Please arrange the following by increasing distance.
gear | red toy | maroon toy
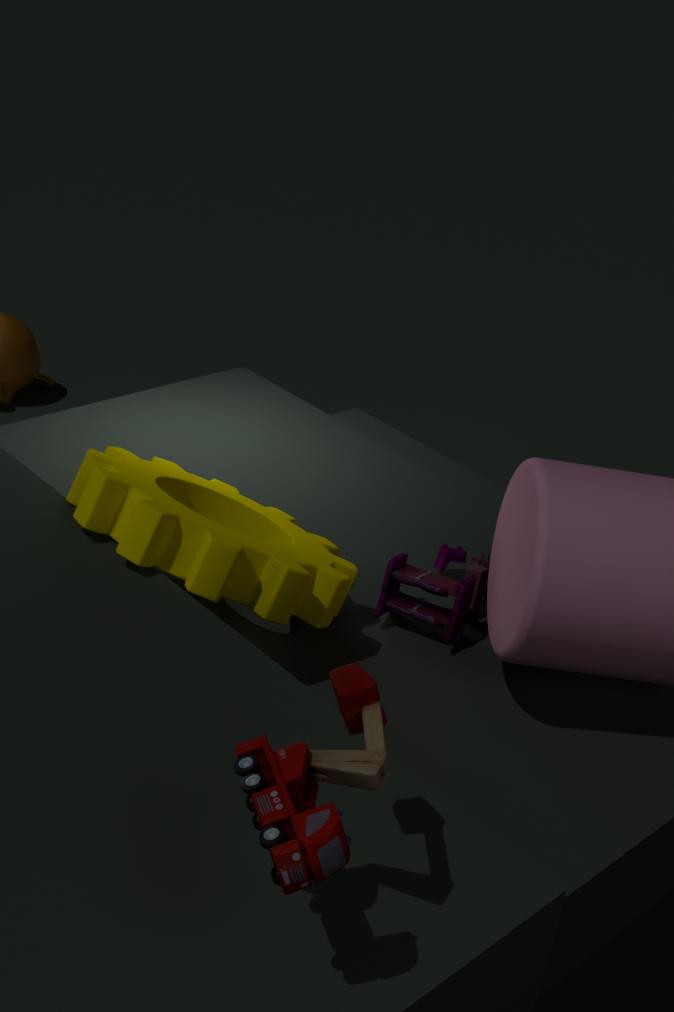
maroon toy < gear < red toy
